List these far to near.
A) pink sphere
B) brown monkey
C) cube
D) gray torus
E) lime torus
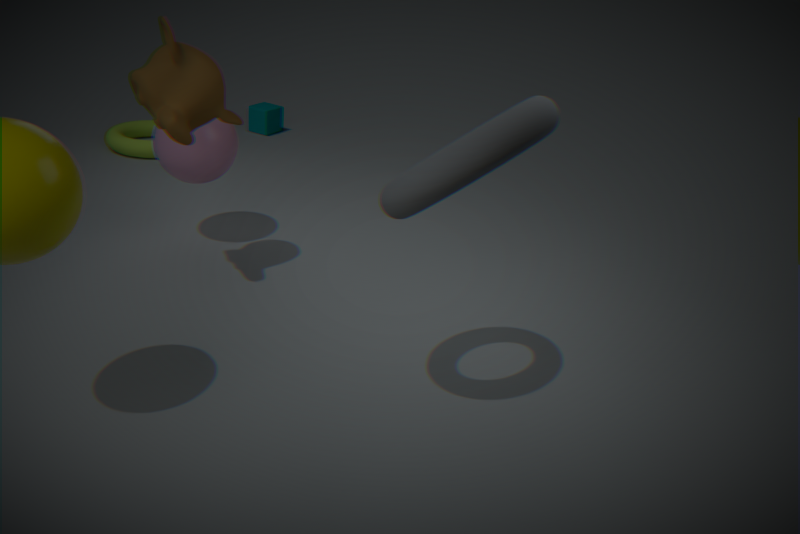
cube
lime torus
pink sphere
brown monkey
gray torus
